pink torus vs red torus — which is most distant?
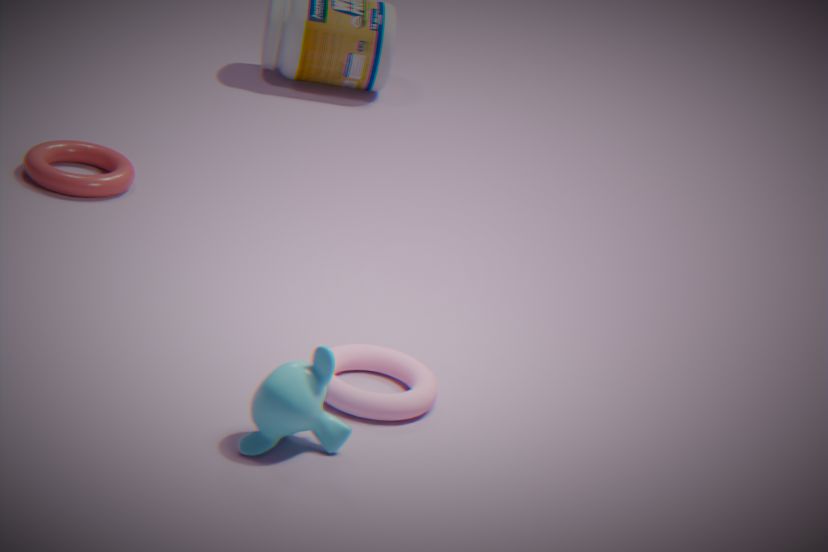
red torus
